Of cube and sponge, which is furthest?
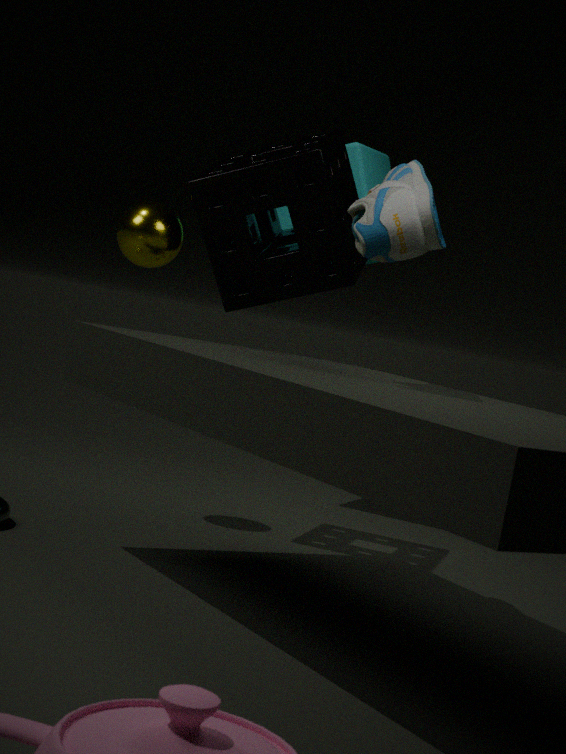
cube
